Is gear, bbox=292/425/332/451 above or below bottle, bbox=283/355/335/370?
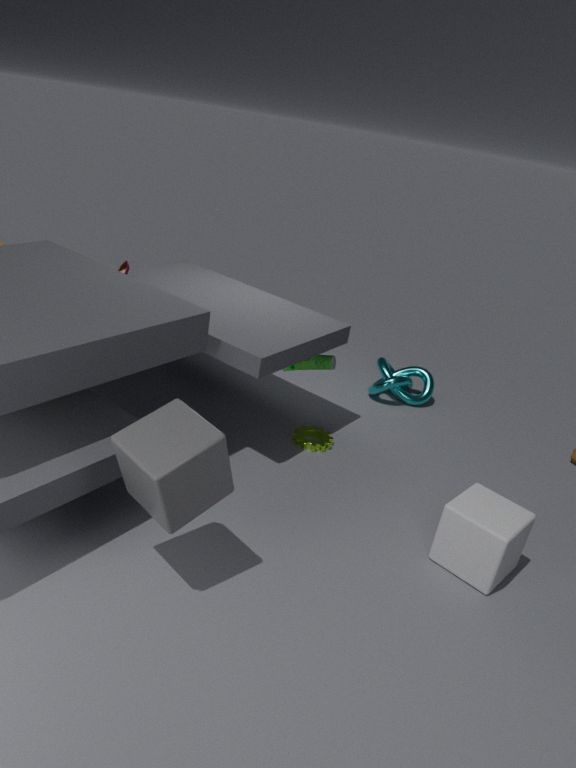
below
